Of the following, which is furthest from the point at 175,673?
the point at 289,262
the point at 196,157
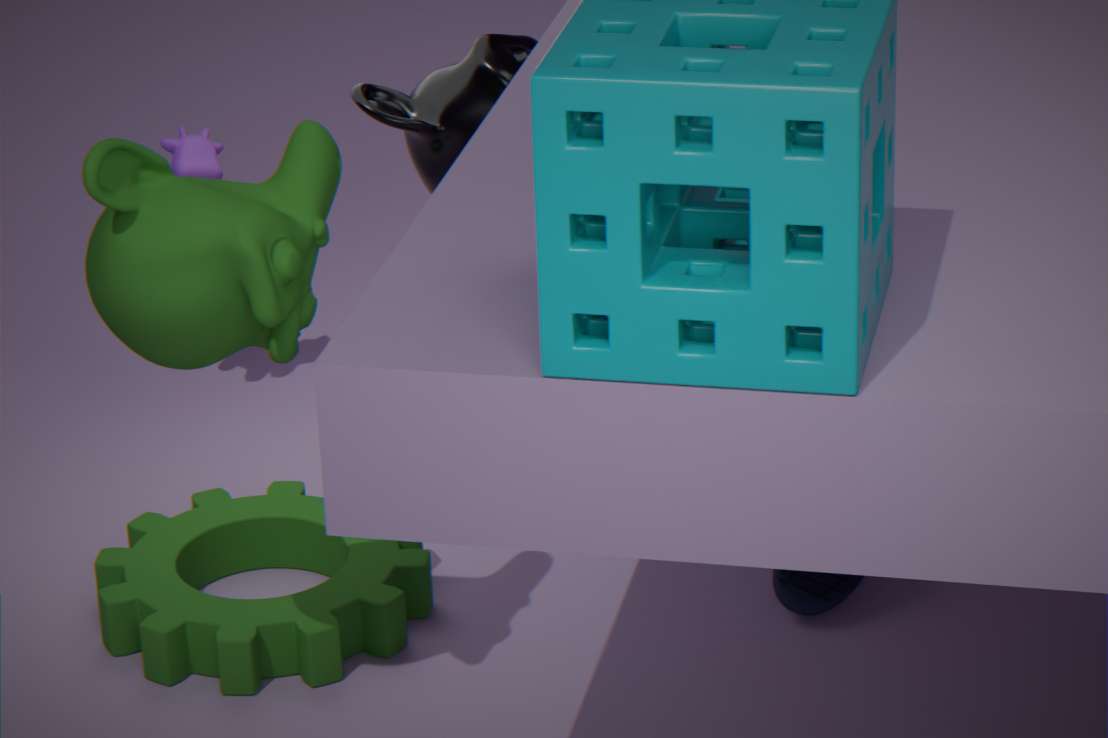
the point at 289,262
